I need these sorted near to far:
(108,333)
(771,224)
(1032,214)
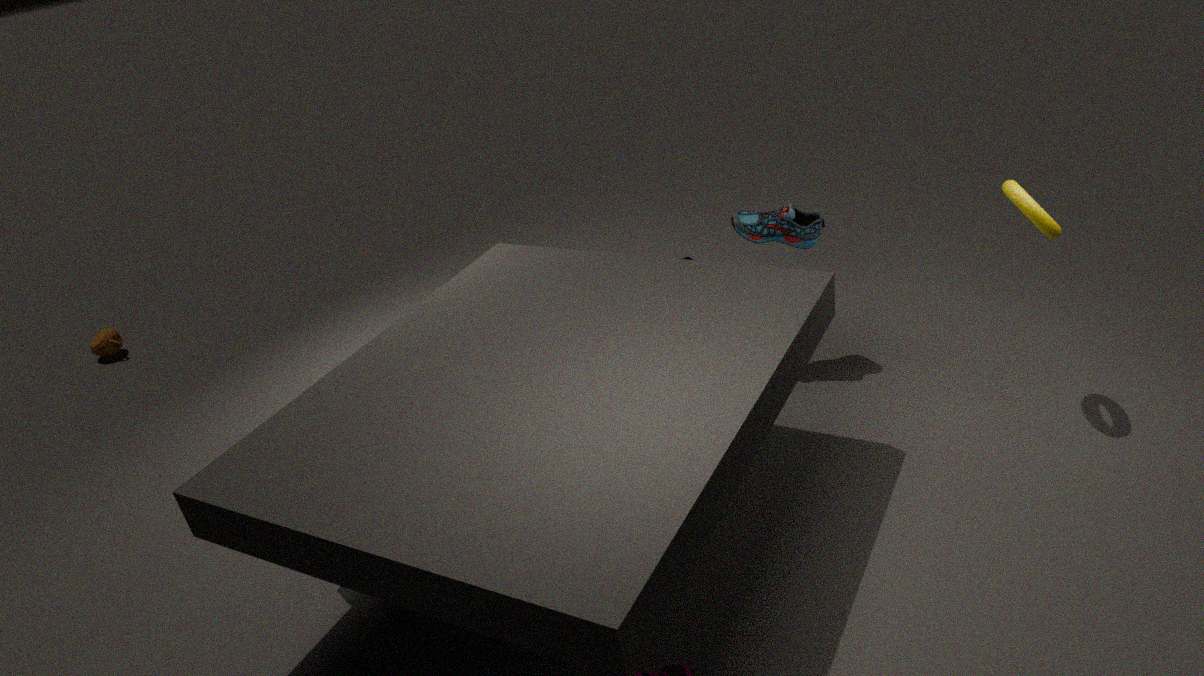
(1032,214), (771,224), (108,333)
